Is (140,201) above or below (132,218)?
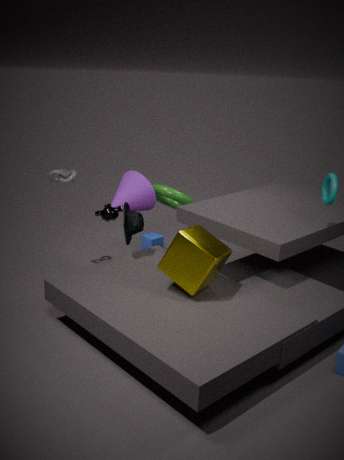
above
